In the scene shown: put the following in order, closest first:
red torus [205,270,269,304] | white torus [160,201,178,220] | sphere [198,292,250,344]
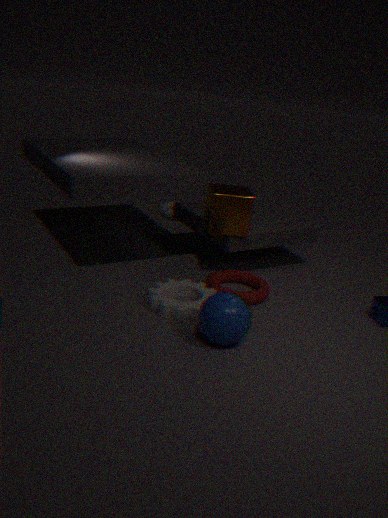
sphere [198,292,250,344] → red torus [205,270,269,304] → white torus [160,201,178,220]
